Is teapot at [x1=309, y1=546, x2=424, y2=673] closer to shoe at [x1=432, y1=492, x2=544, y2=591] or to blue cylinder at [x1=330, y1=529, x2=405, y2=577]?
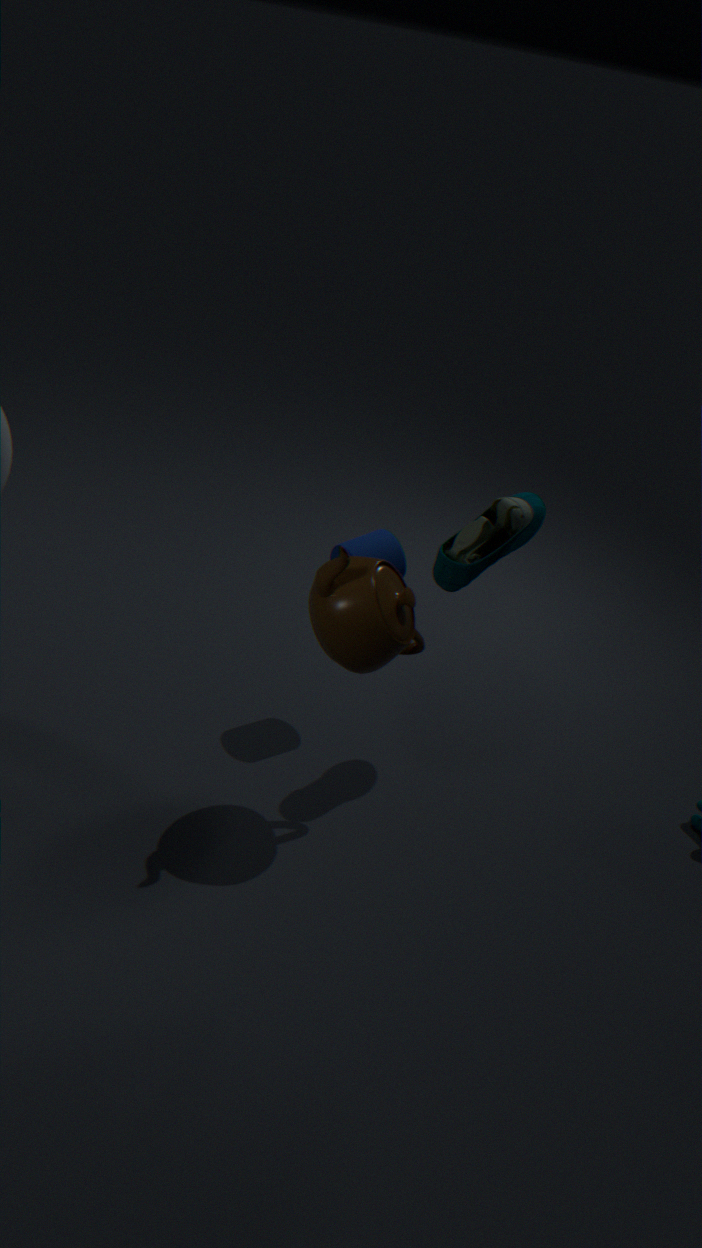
shoe at [x1=432, y1=492, x2=544, y2=591]
